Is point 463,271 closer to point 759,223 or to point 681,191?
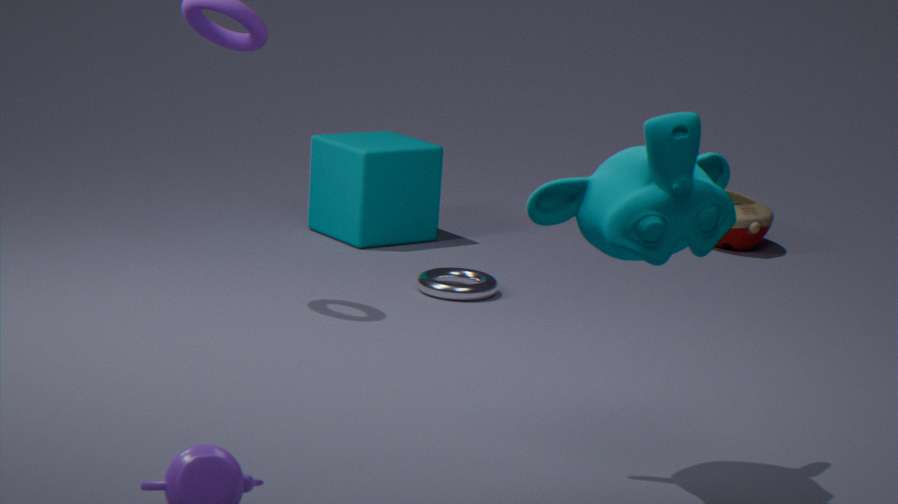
point 759,223
